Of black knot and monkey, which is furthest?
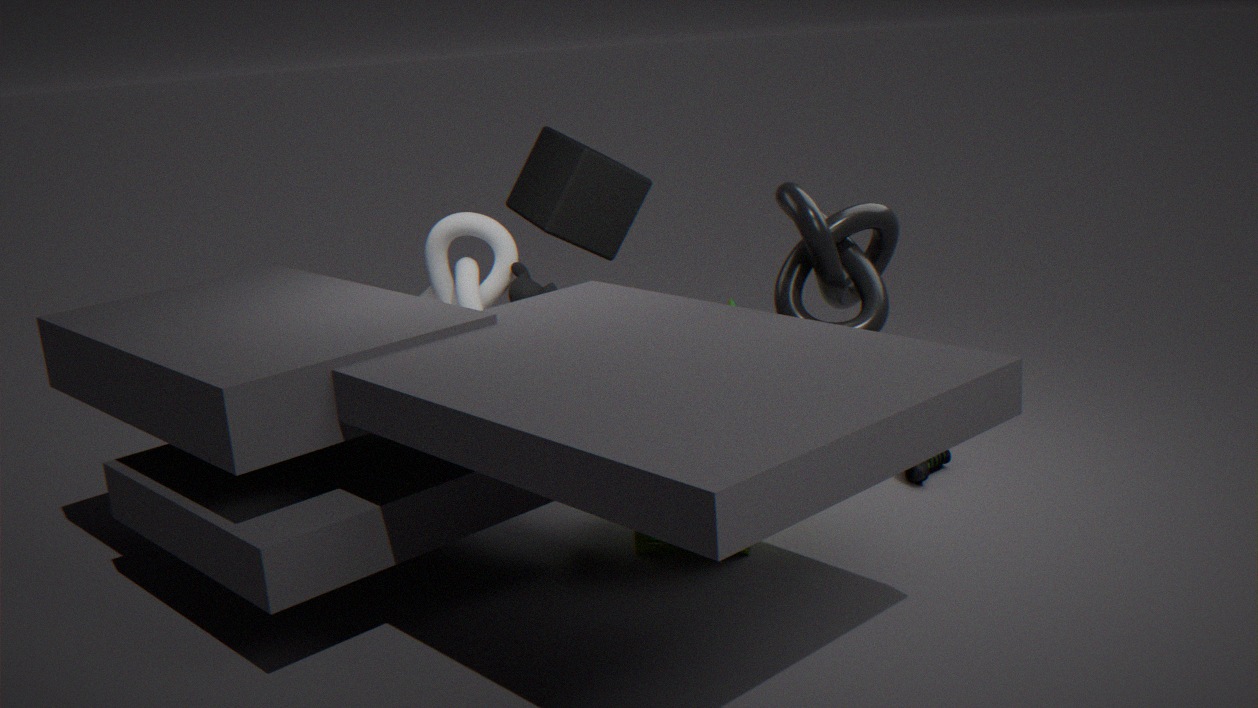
monkey
